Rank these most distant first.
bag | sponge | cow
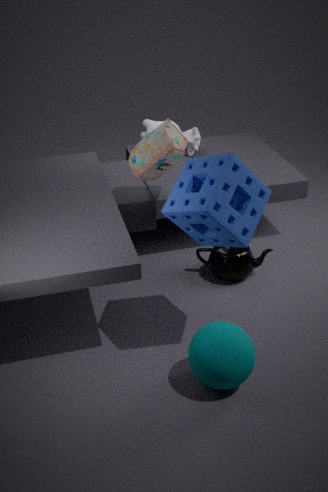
1. cow
2. bag
3. sponge
